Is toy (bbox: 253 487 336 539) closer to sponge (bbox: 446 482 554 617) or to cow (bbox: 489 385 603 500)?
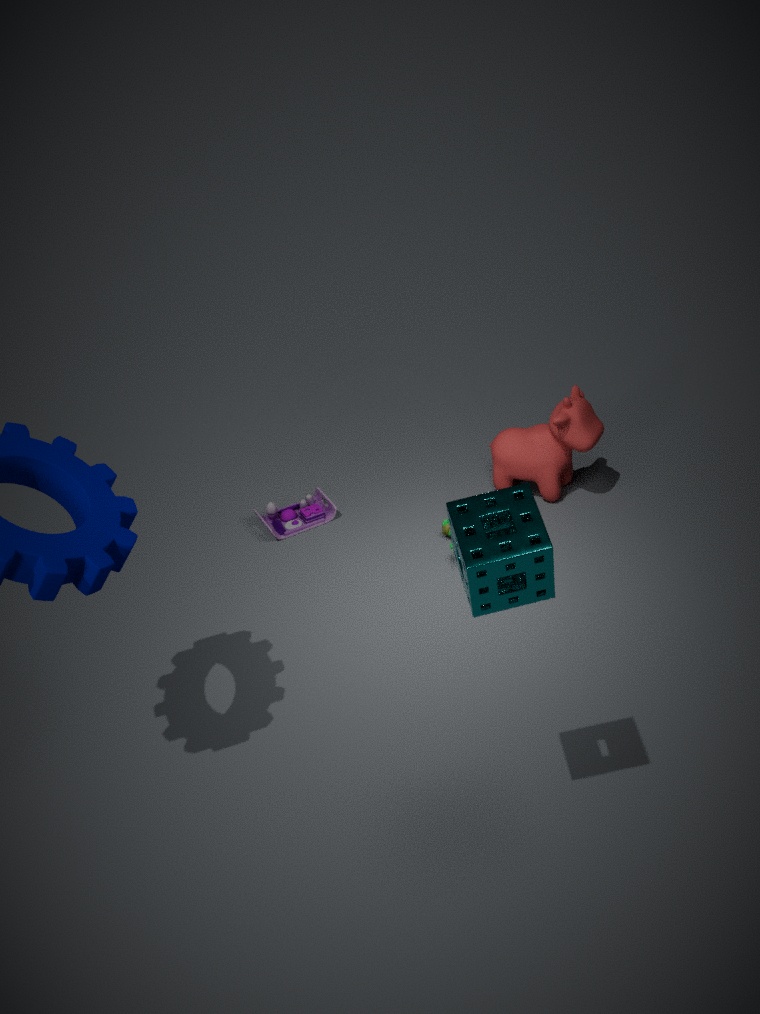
cow (bbox: 489 385 603 500)
